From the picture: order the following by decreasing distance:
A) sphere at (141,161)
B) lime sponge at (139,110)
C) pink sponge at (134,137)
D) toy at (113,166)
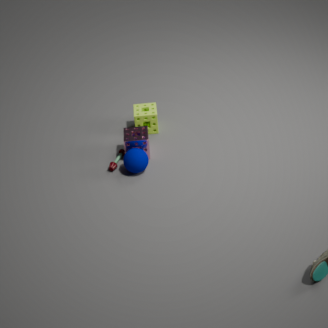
lime sponge at (139,110) → pink sponge at (134,137) → toy at (113,166) → sphere at (141,161)
